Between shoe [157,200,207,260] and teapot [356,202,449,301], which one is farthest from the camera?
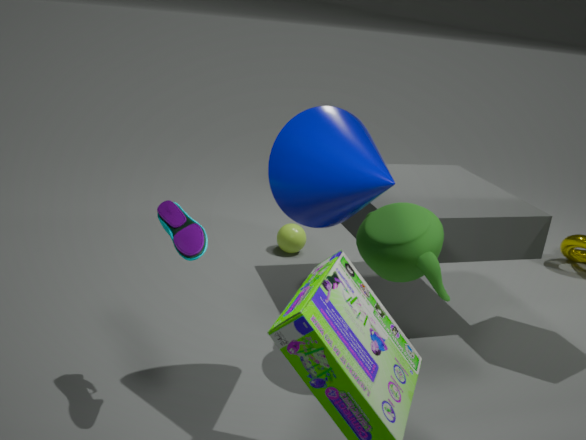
teapot [356,202,449,301]
